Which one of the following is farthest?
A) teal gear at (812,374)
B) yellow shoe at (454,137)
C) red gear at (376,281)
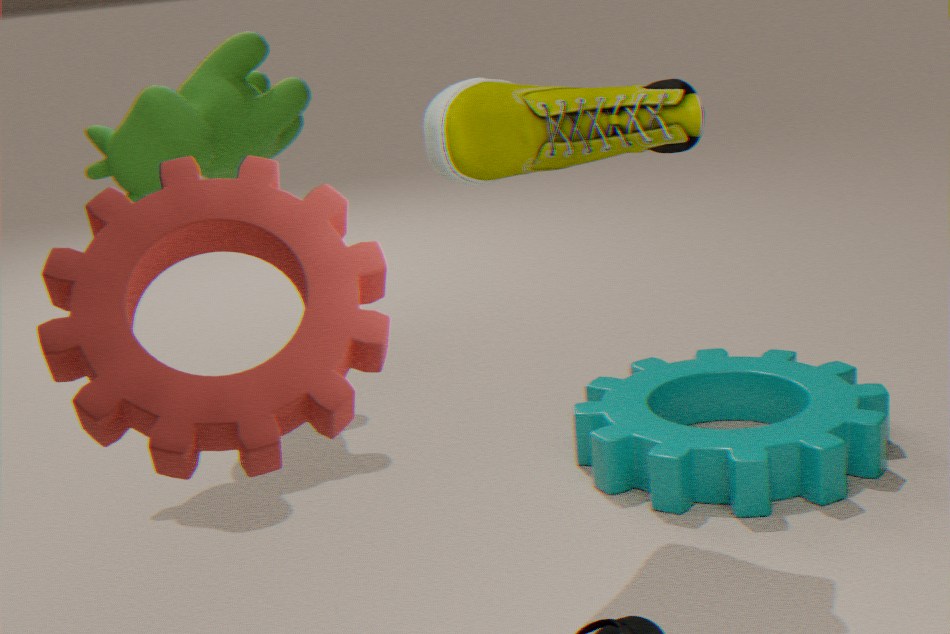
teal gear at (812,374)
